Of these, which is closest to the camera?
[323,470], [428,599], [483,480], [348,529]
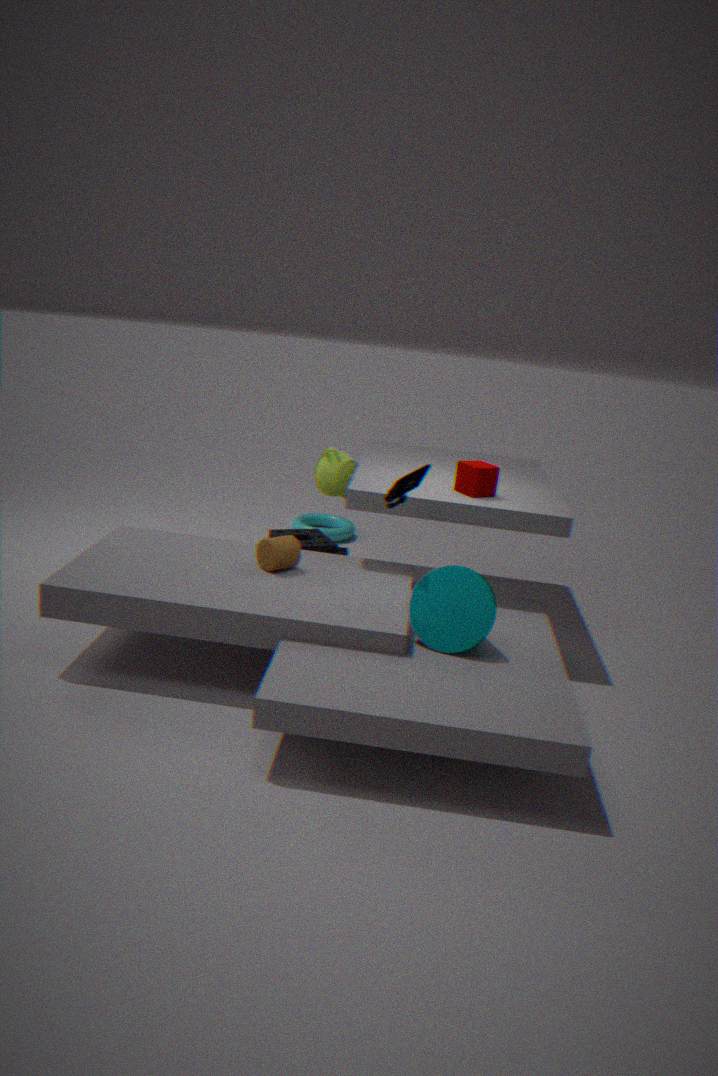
[428,599]
